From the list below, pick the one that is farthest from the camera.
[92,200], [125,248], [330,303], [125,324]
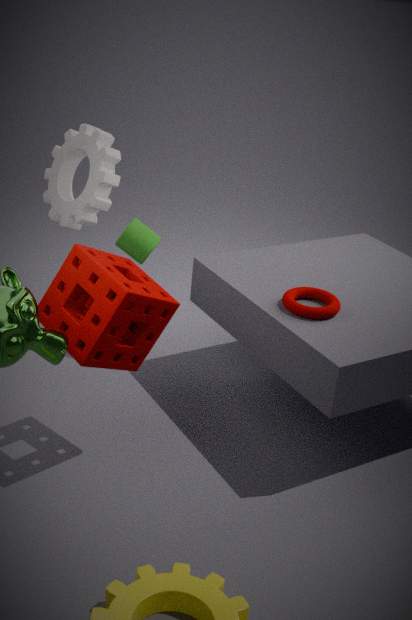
[125,248]
